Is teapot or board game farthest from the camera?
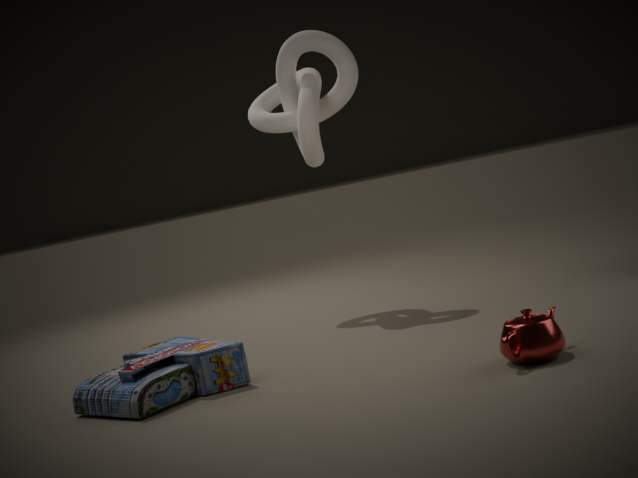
board game
